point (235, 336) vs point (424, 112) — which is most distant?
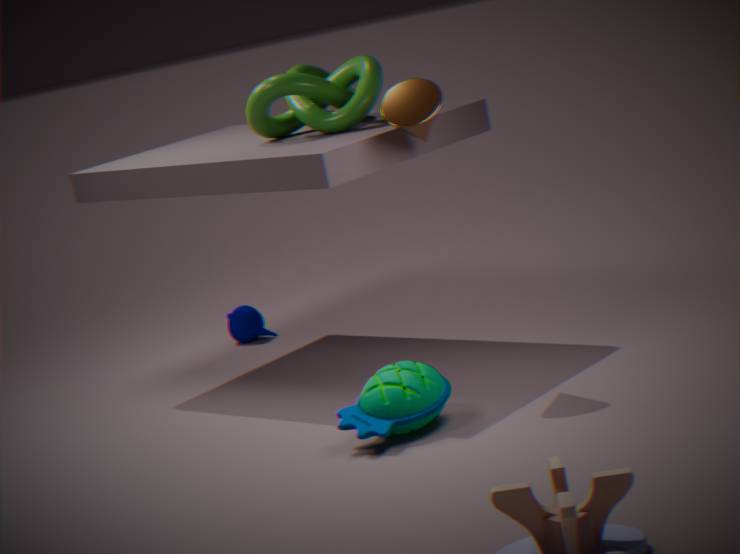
point (235, 336)
